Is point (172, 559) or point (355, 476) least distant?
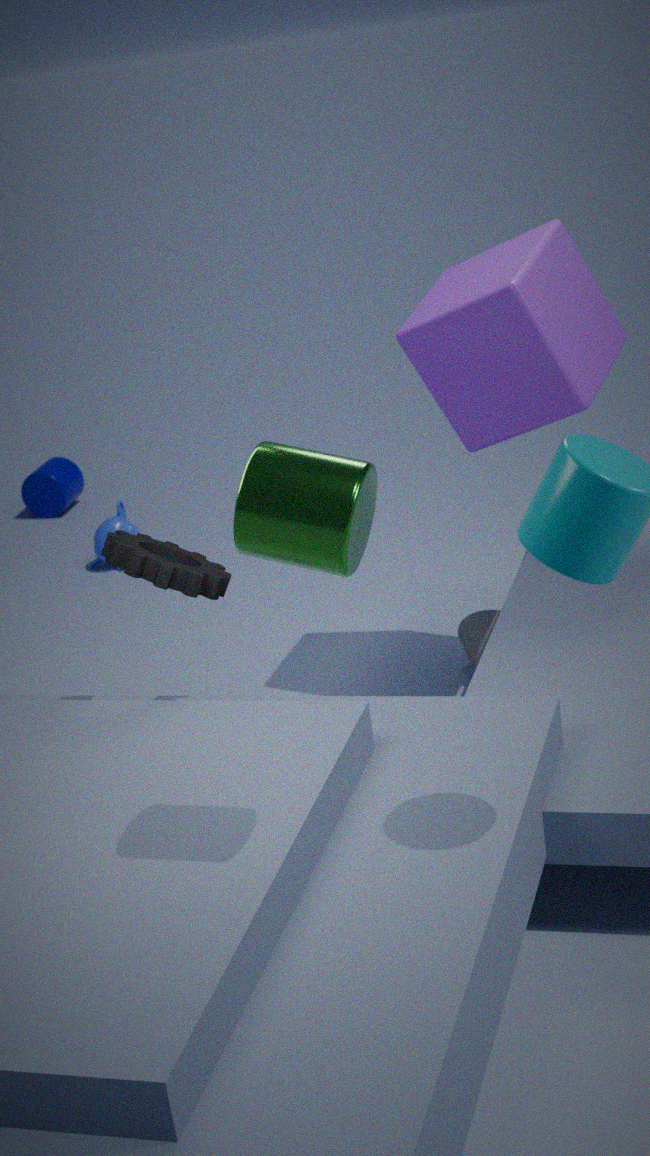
point (355, 476)
